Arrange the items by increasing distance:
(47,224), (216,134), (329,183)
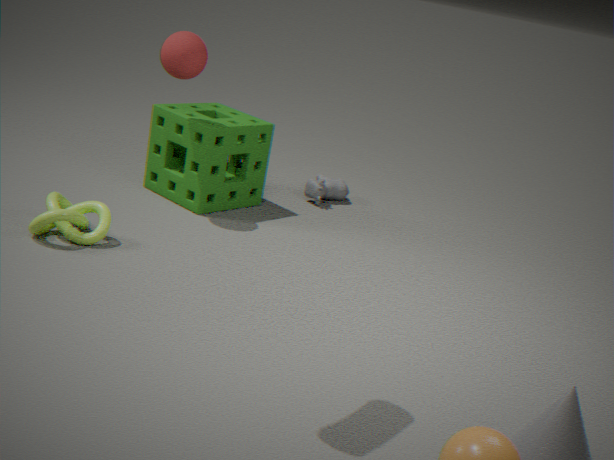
(47,224), (216,134), (329,183)
